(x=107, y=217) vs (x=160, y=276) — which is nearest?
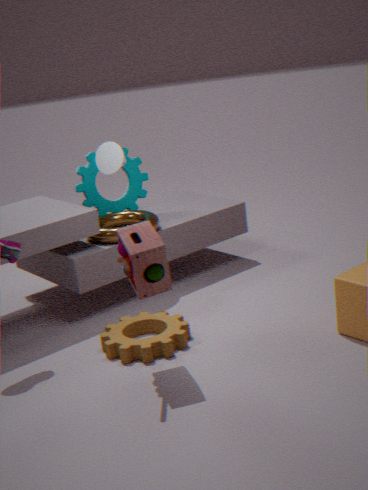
(x=160, y=276)
